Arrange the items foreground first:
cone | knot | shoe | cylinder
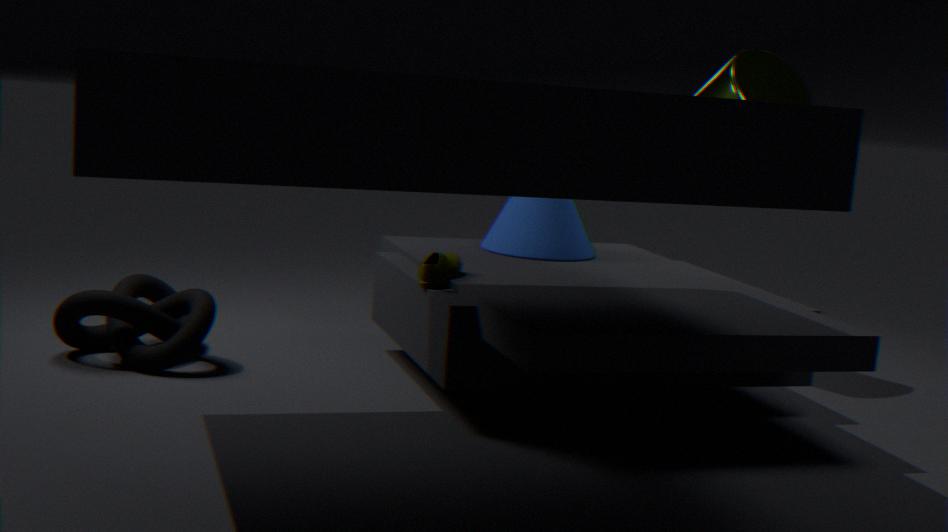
shoe < knot < cylinder < cone
